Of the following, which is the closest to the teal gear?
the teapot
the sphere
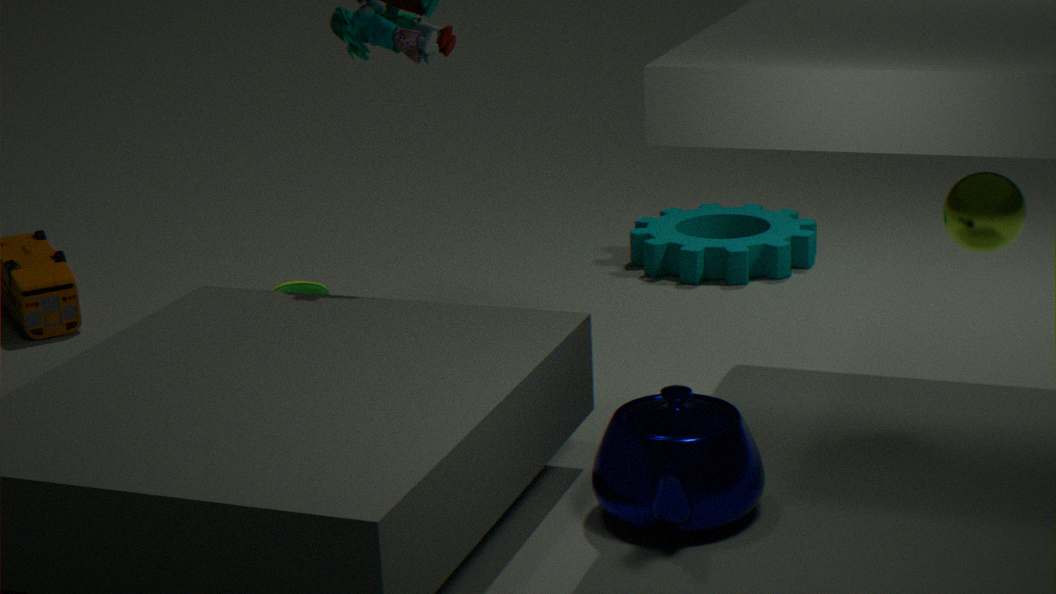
the sphere
